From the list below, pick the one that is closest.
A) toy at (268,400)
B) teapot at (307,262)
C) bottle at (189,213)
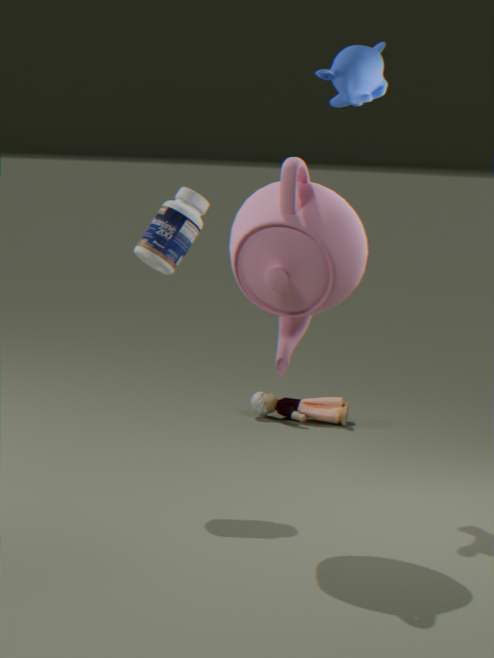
teapot at (307,262)
